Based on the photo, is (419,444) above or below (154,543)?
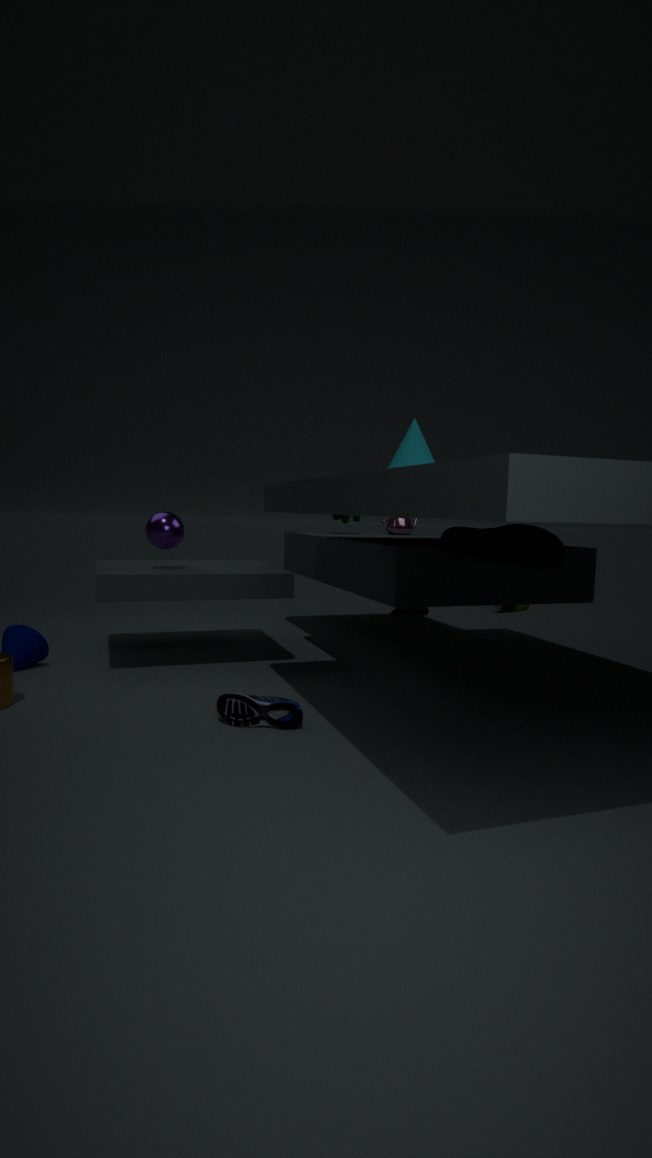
above
